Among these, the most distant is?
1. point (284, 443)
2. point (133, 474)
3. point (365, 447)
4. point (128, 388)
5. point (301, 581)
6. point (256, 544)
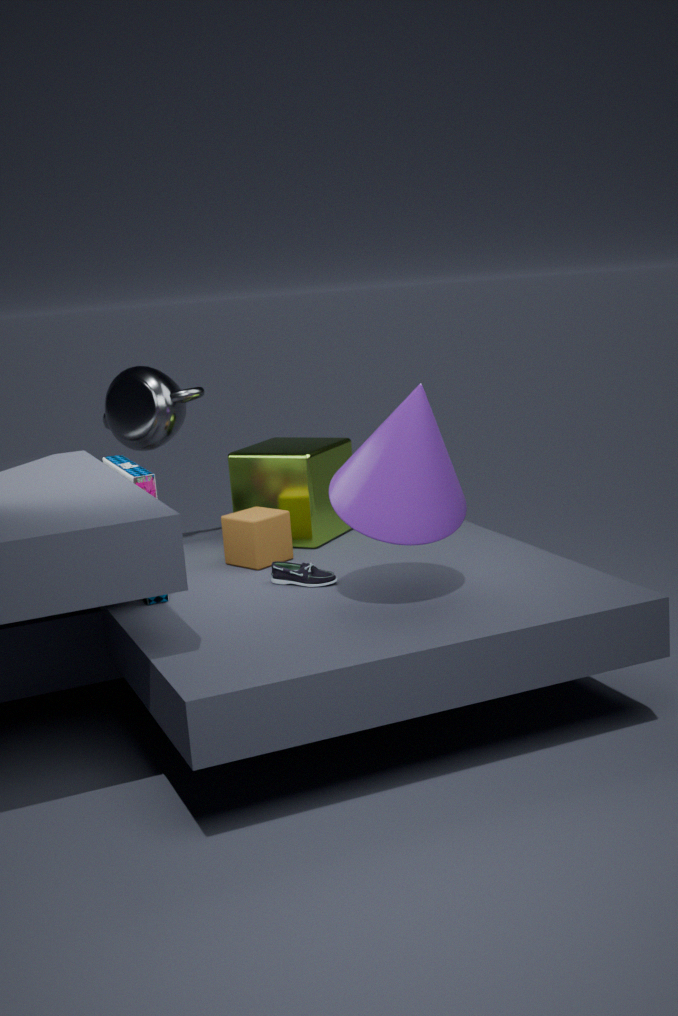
point (284, 443)
